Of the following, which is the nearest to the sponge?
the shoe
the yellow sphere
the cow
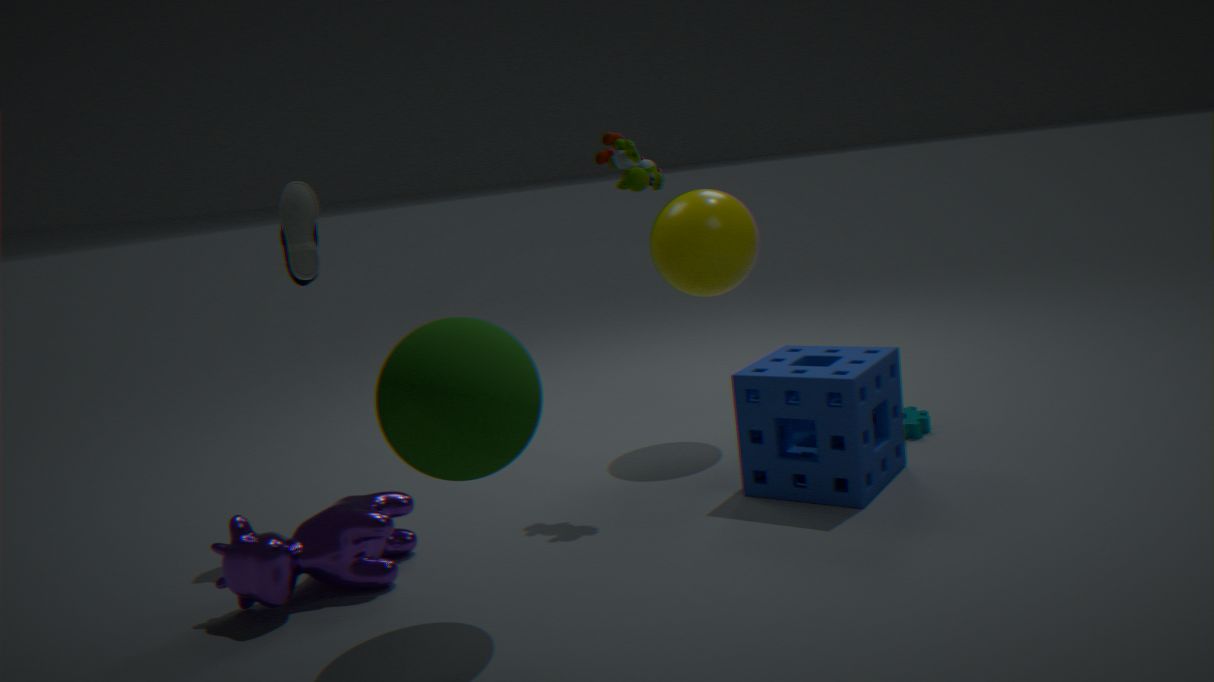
the yellow sphere
